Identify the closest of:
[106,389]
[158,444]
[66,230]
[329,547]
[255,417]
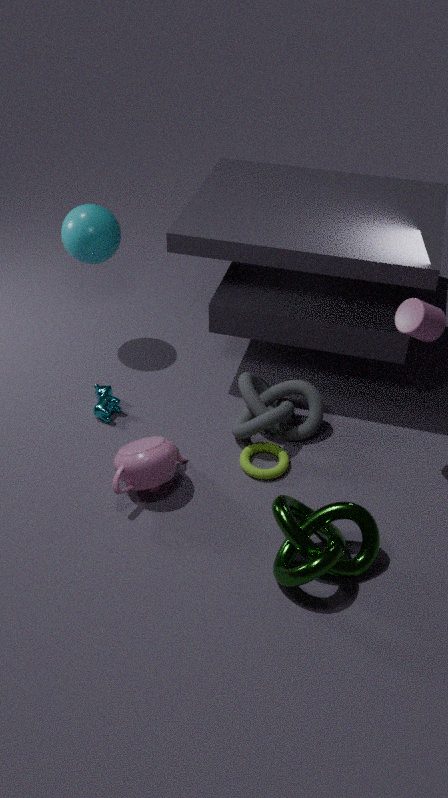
[329,547]
